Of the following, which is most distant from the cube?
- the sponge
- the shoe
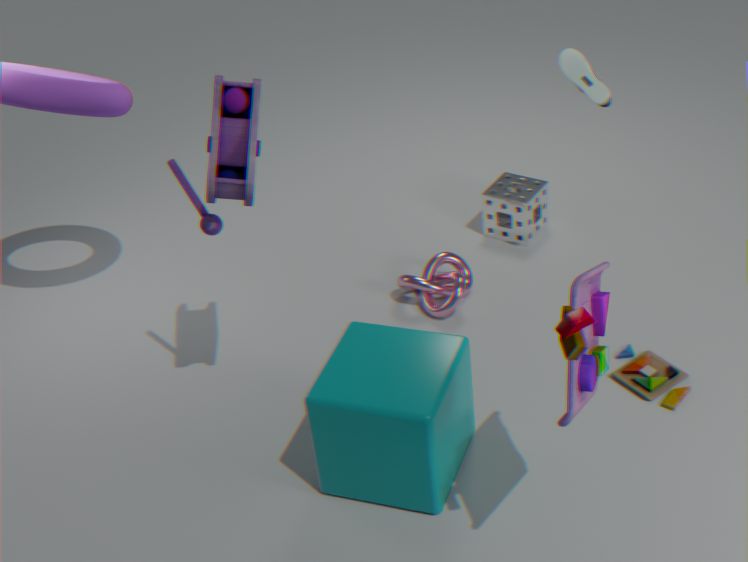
the sponge
